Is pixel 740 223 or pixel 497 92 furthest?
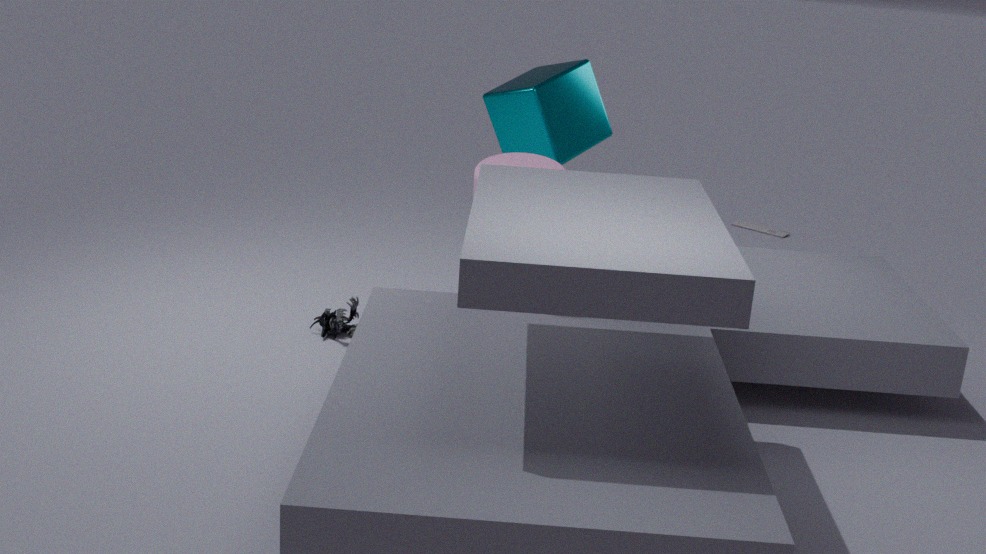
pixel 740 223
